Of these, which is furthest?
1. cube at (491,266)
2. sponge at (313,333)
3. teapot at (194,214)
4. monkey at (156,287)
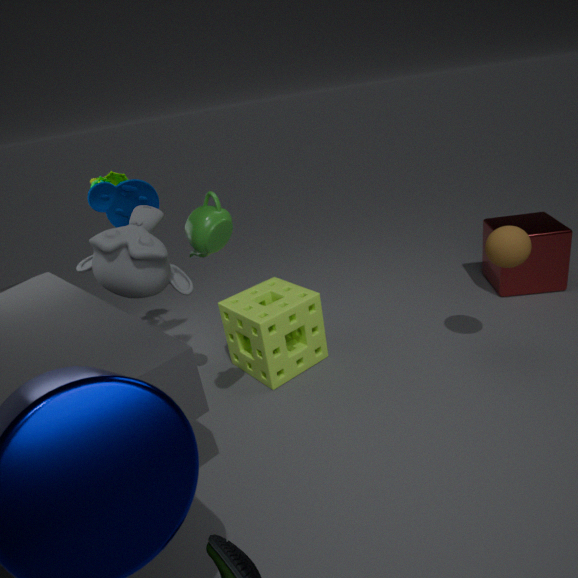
cube at (491,266)
